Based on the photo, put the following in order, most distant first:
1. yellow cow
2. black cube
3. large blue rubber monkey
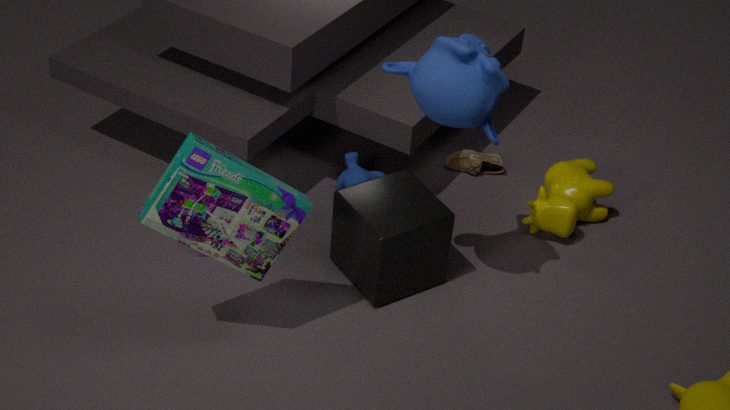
yellow cow < black cube < large blue rubber monkey
